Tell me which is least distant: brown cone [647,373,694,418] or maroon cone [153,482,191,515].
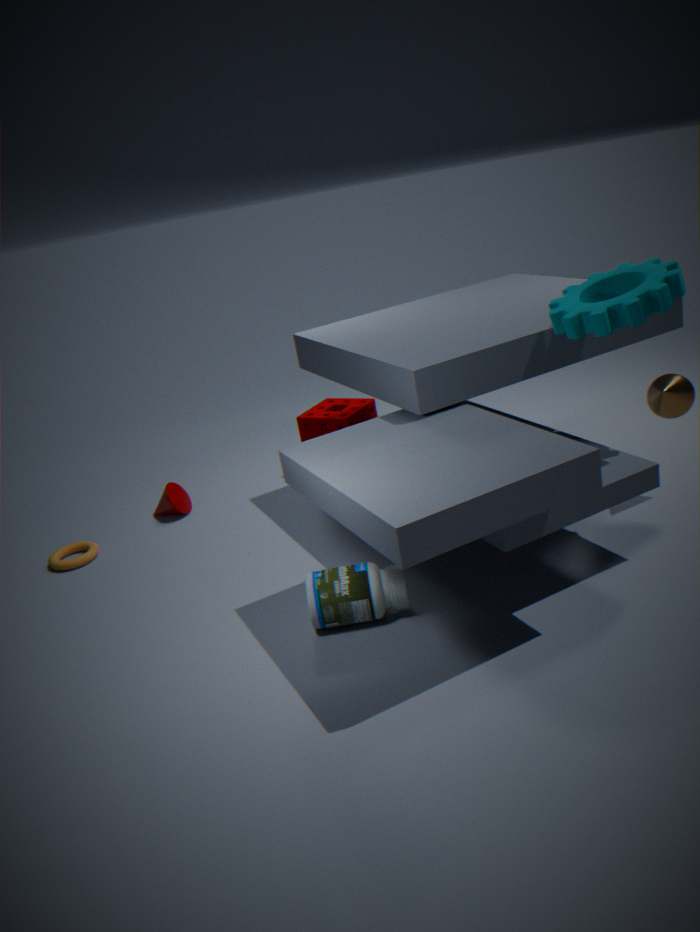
brown cone [647,373,694,418]
